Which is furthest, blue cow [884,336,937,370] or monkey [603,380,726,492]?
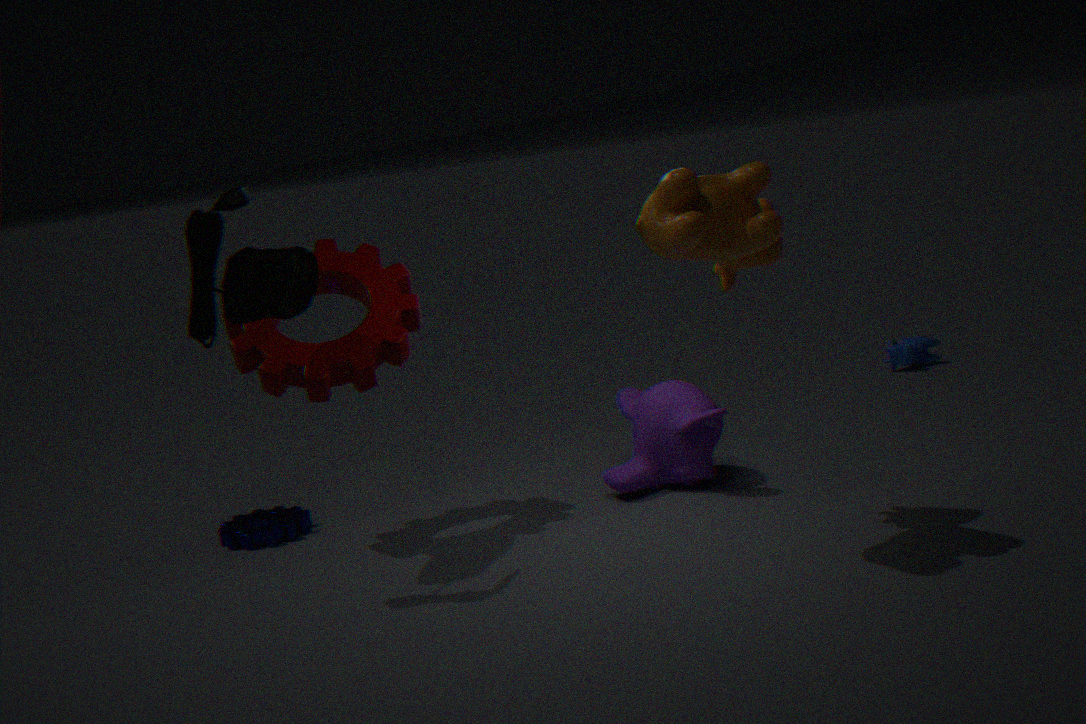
blue cow [884,336,937,370]
